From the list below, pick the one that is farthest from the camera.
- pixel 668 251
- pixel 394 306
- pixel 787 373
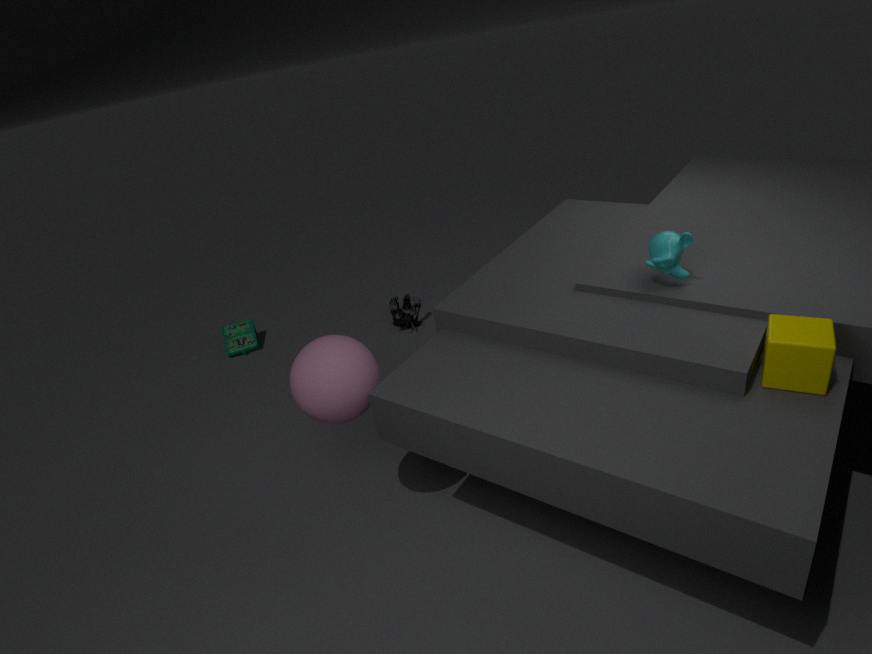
pixel 394 306
